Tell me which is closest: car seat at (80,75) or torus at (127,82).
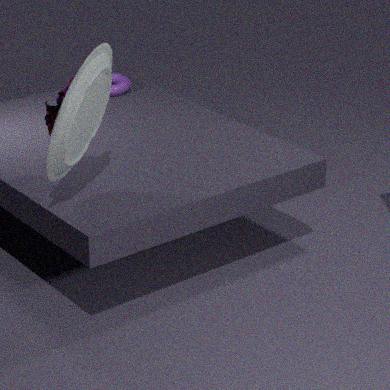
car seat at (80,75)
